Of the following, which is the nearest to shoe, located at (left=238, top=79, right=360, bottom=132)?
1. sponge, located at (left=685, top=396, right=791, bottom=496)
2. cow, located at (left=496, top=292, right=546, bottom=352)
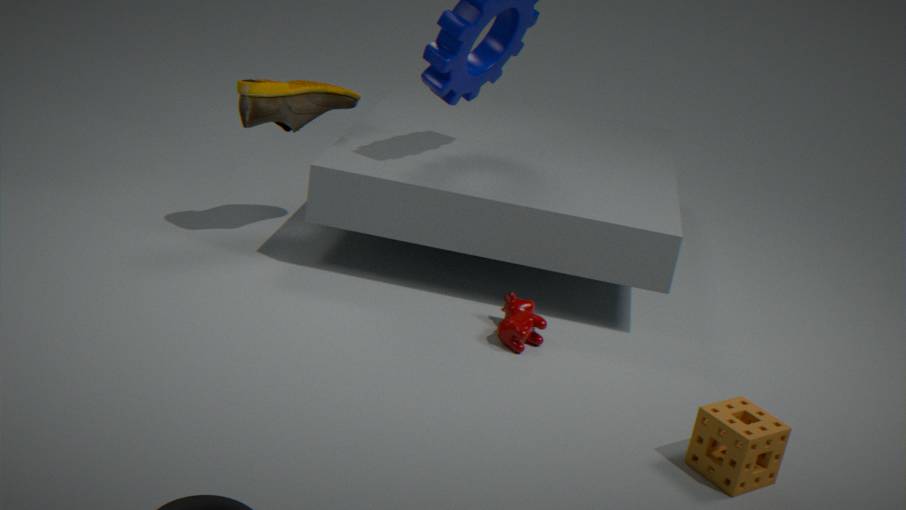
cow, located at (left=496, top=292, right=546, bottom=352)
